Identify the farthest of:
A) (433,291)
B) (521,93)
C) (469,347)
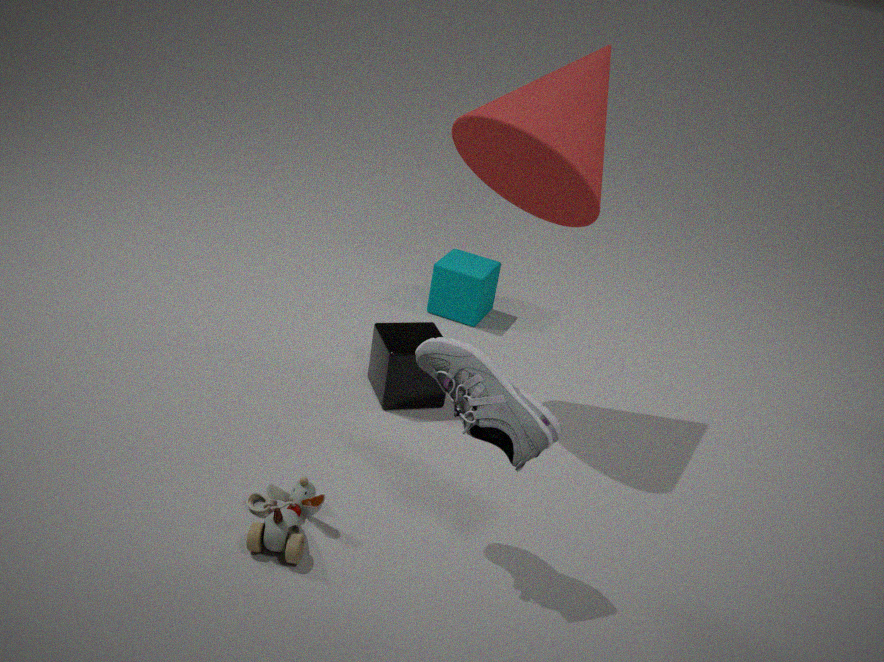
(433,291)
